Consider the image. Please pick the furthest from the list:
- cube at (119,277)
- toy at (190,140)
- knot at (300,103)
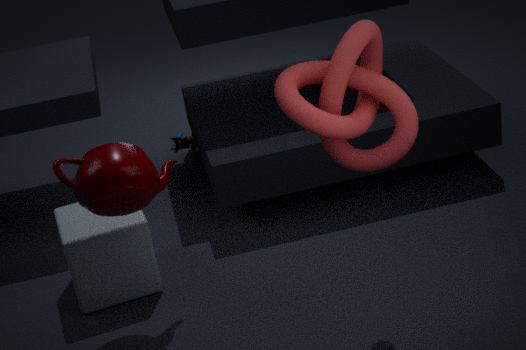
toy at (190,140)
